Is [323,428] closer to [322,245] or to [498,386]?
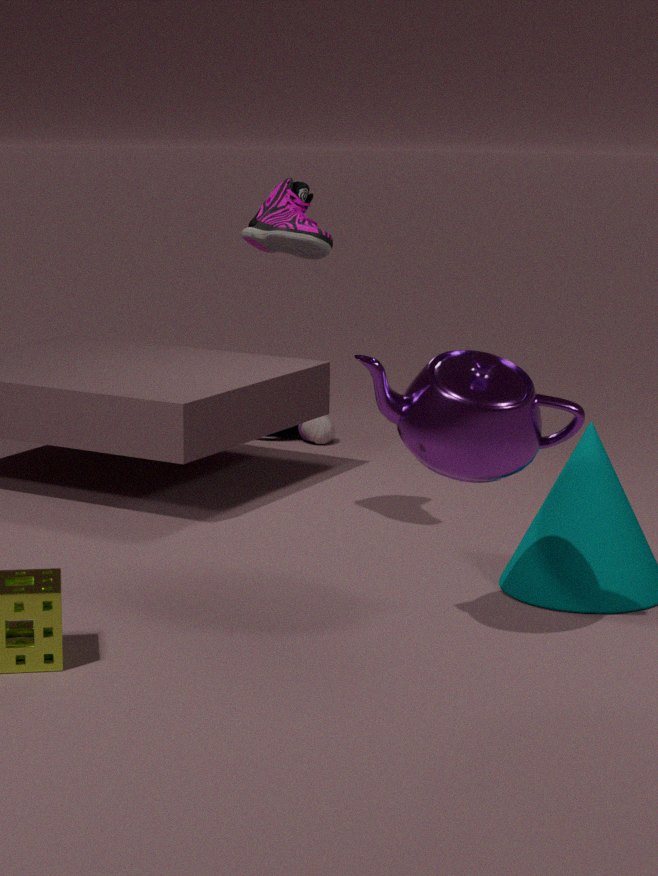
[322,245]
